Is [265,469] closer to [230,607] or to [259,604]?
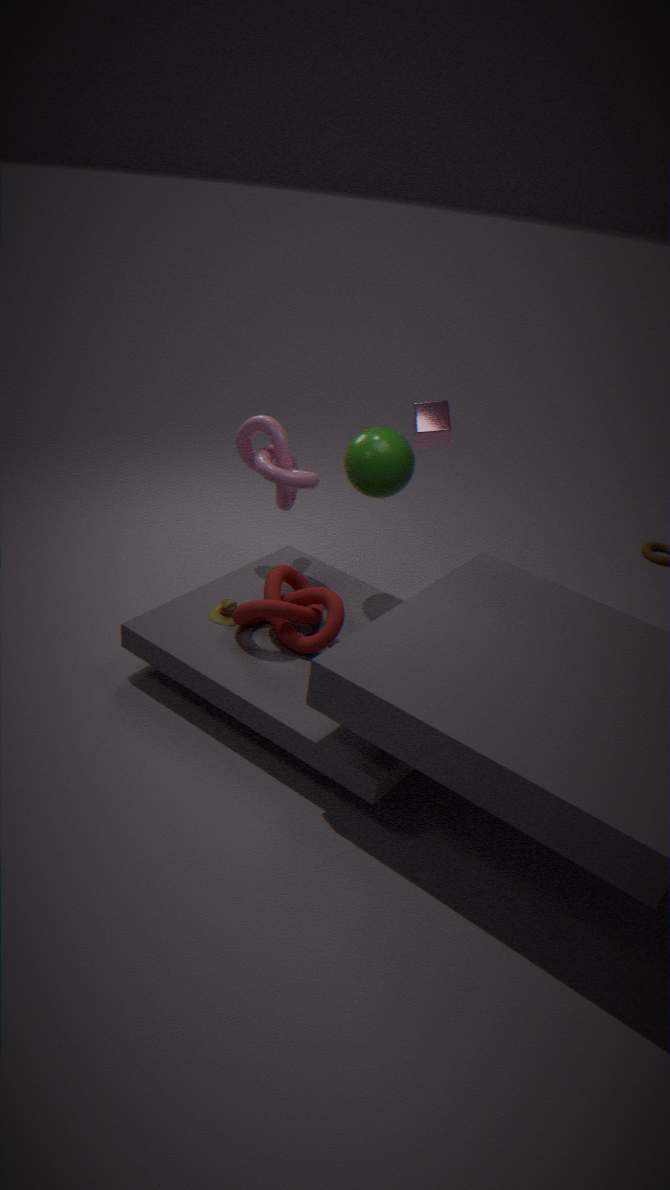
[230,607]
